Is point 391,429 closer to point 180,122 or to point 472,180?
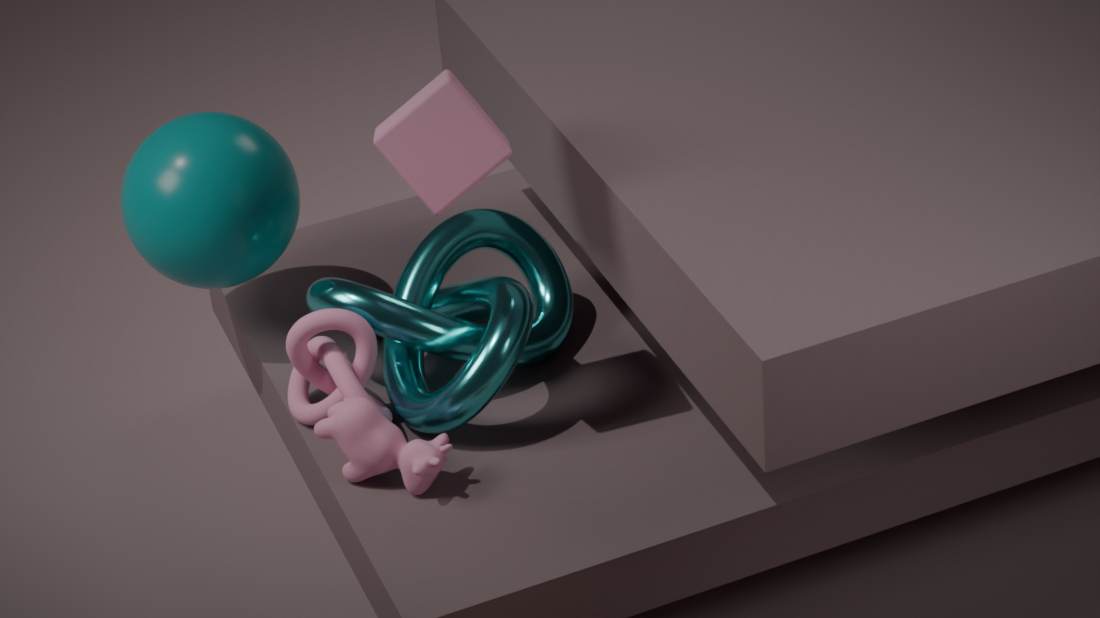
point 472,180
